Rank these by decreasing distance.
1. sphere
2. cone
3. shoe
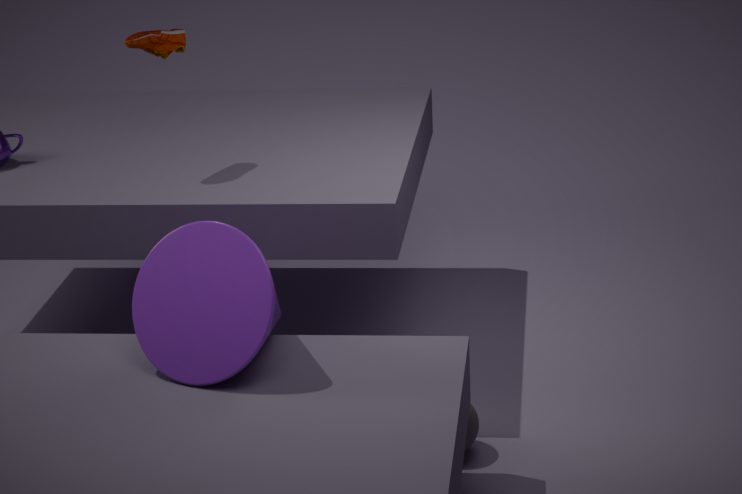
1. shoe
2. sphere
3. cone
